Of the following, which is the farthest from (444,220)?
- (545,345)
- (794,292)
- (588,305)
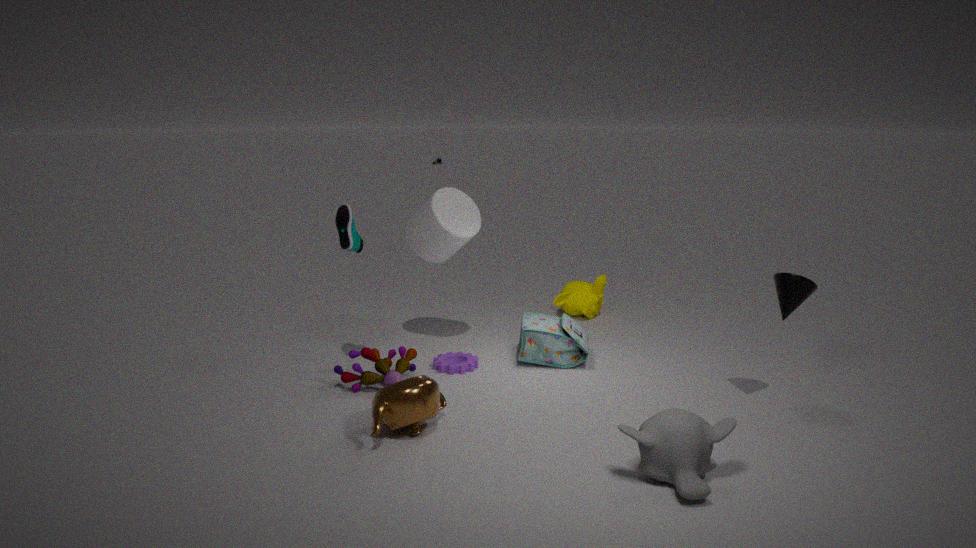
(794,292)
